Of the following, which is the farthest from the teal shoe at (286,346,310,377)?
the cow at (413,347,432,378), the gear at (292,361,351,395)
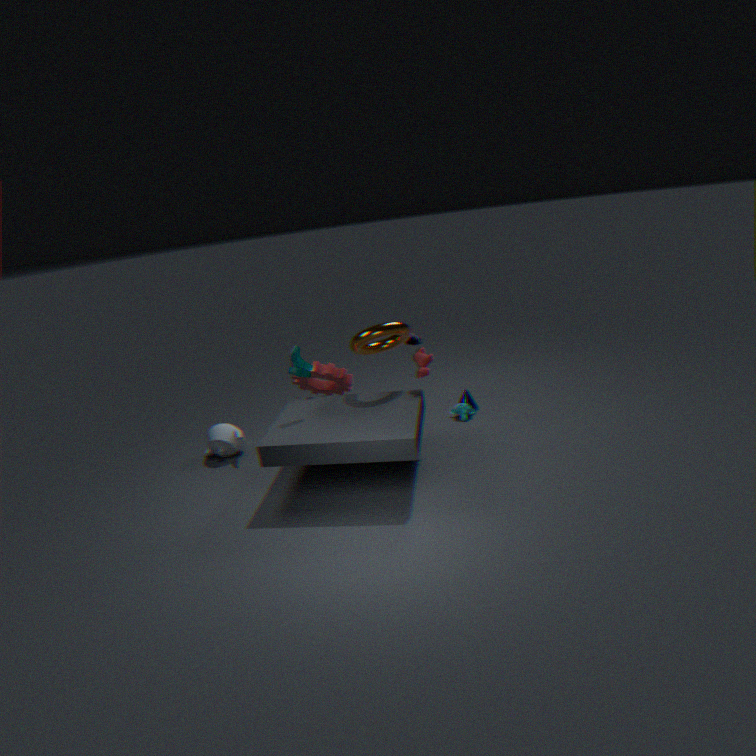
the cow at (413,347,432,378)
